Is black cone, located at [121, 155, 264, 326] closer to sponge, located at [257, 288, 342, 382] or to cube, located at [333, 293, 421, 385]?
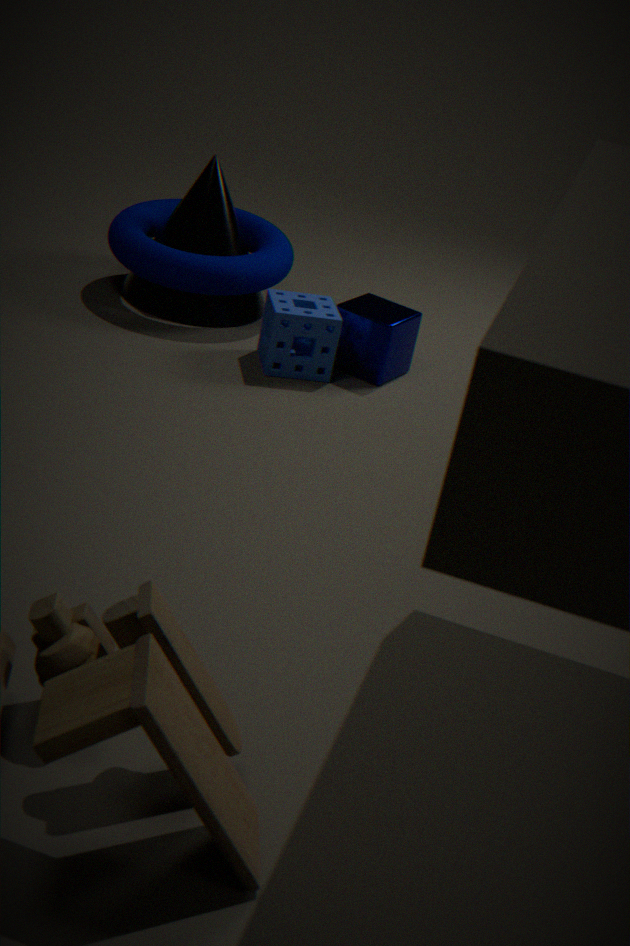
sponge, located at [257, 288, 342, 382]
